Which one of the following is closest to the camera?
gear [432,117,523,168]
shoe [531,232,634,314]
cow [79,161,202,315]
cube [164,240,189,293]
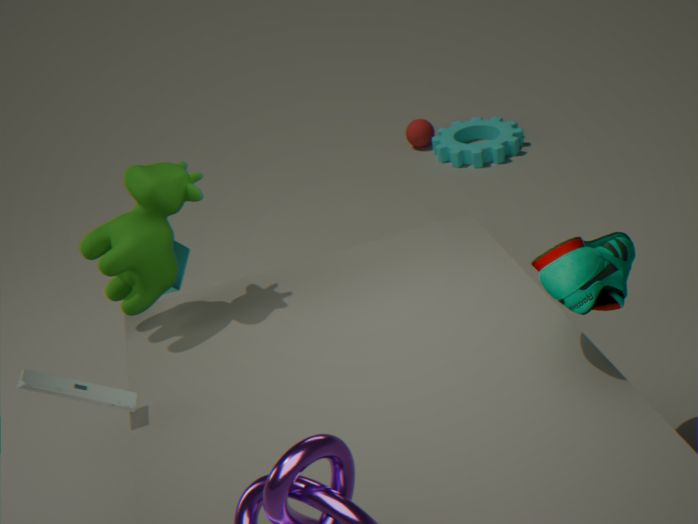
shoe [531,232,634,314]
